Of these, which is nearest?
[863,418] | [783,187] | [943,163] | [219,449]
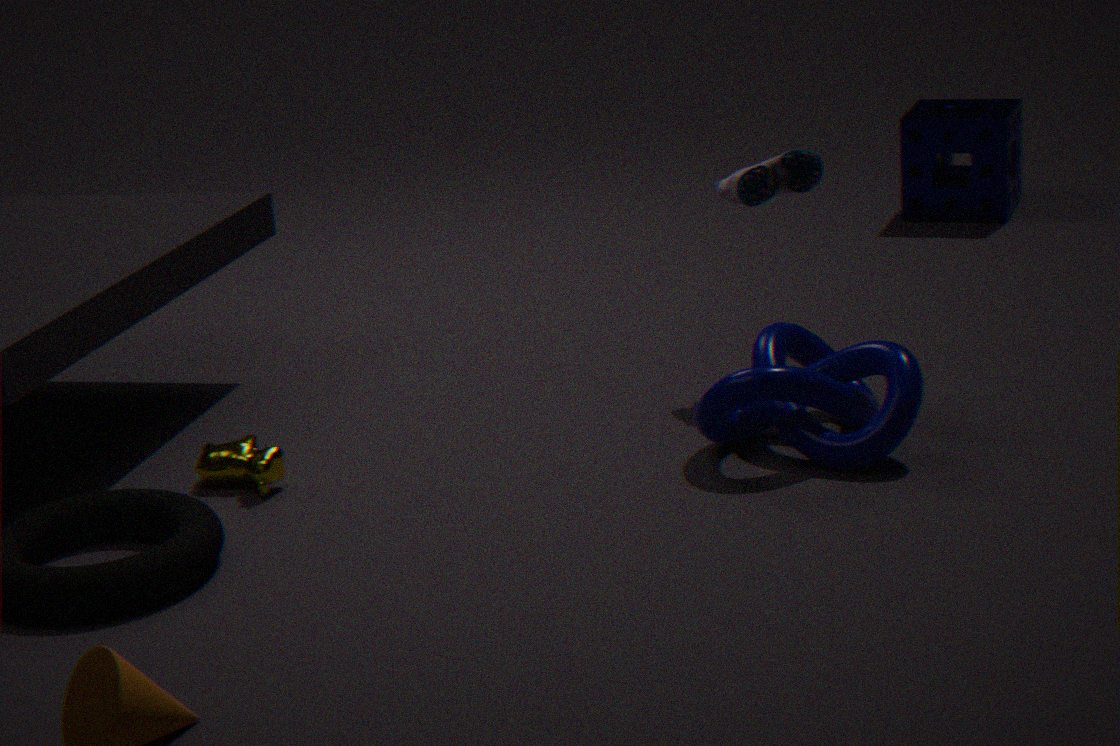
[863,418]
